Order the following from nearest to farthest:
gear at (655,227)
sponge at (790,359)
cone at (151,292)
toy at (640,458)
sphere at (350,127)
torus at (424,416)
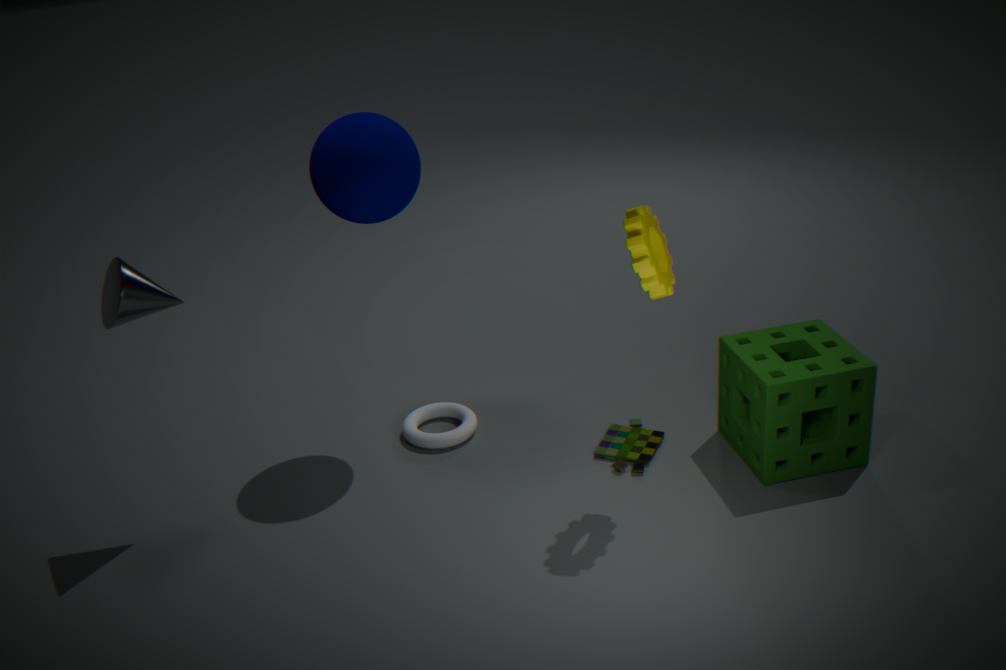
1. gear at (655,227)
2. cone at (151,292)
3. sponge at (790,359)
4. sphere at (350,127)
5. toy at (640,458)
6. torus at (424,416)
